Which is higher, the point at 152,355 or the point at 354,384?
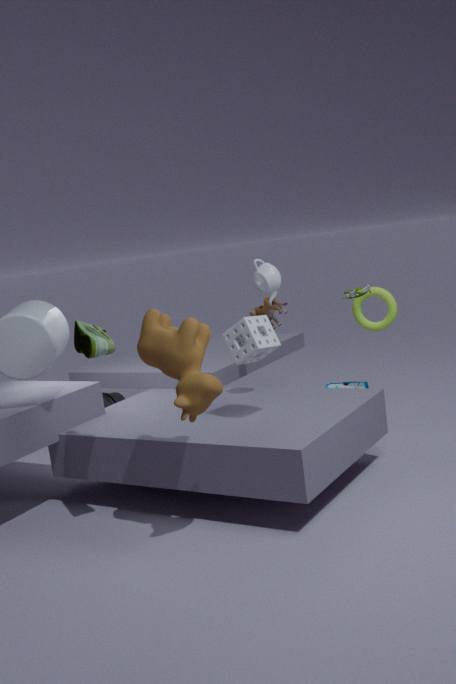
the point at 152,355
